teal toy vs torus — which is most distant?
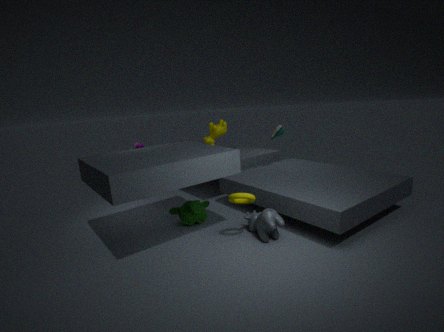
teal toy
